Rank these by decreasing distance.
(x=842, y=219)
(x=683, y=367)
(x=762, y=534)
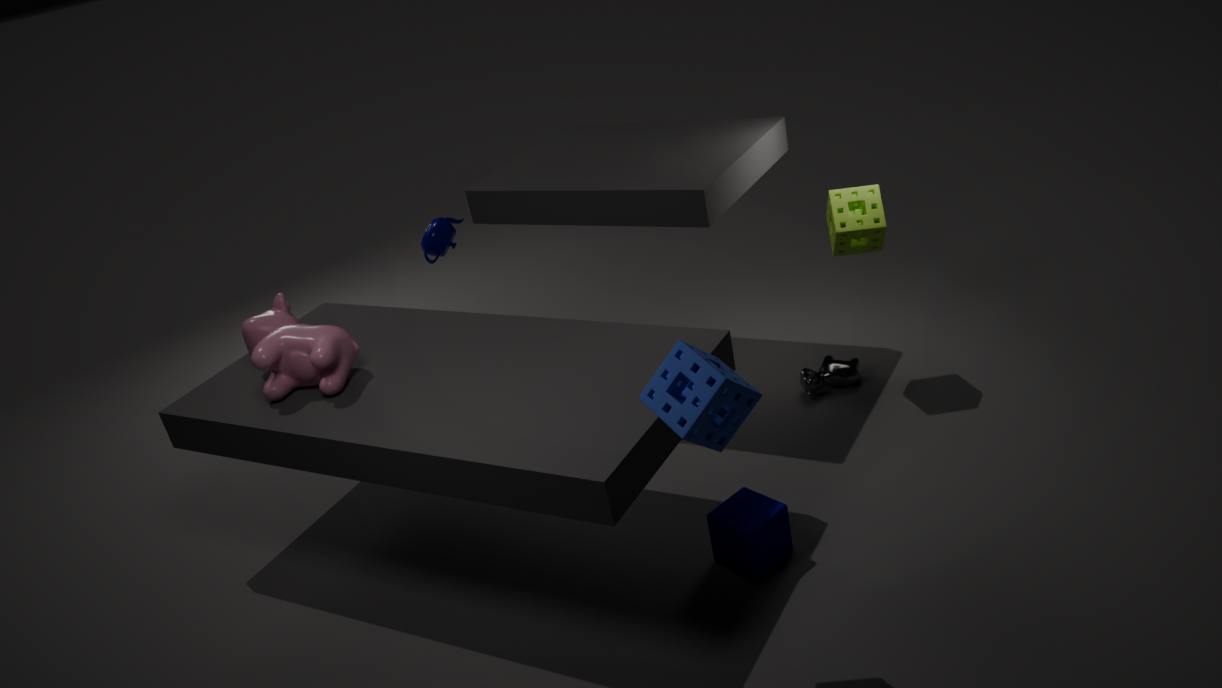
(x=842, y=219), (x=762, y=534), (x=683, y=367)
